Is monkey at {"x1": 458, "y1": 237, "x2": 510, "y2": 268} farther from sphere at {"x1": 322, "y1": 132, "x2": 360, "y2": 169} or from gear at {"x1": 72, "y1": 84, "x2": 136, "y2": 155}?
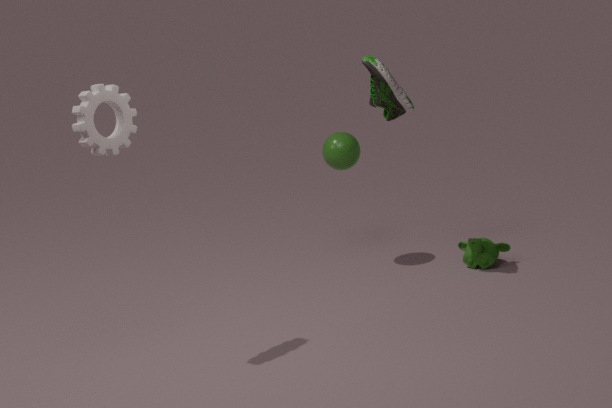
gear at {"x1": 72, "y1": 84, "x2": 136, "y2": 155}
